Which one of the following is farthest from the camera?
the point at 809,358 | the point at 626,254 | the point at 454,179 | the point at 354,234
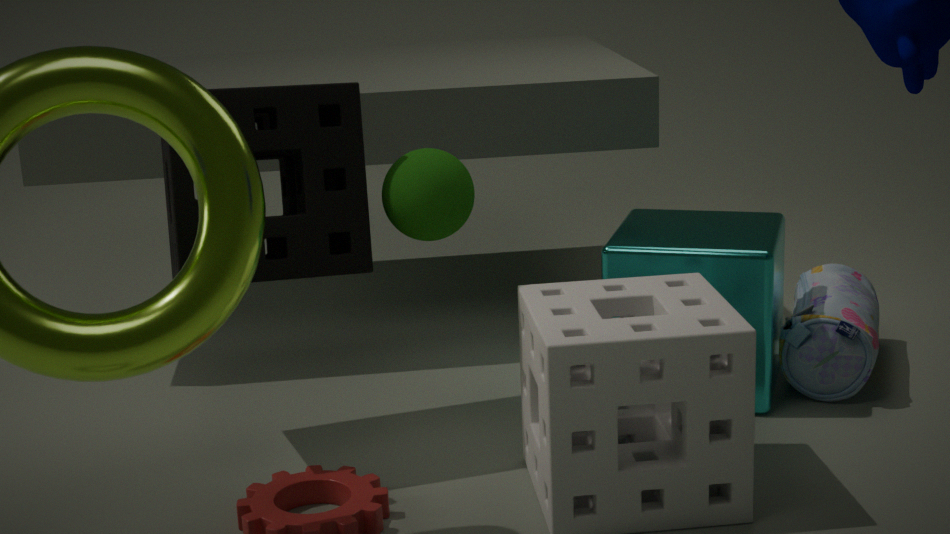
the point at 809,358
